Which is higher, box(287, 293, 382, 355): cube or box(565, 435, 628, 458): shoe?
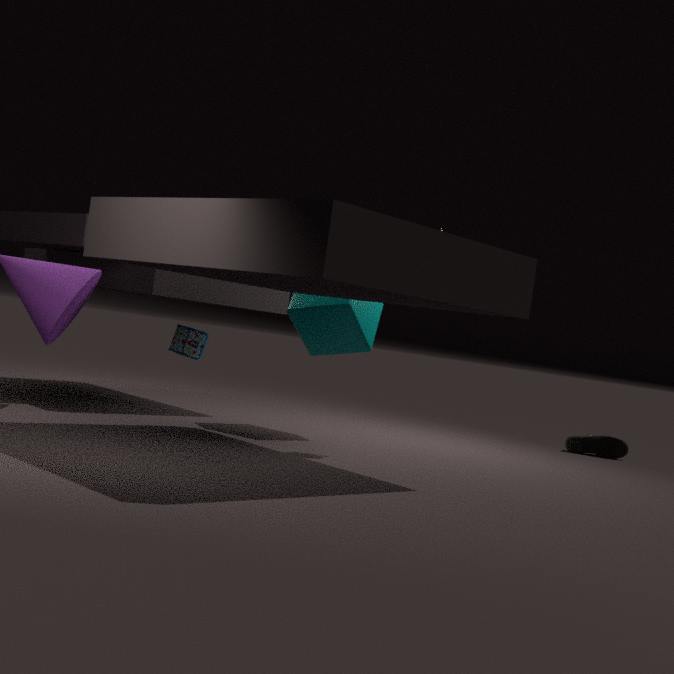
box(287, 293, 382, 355): cube
